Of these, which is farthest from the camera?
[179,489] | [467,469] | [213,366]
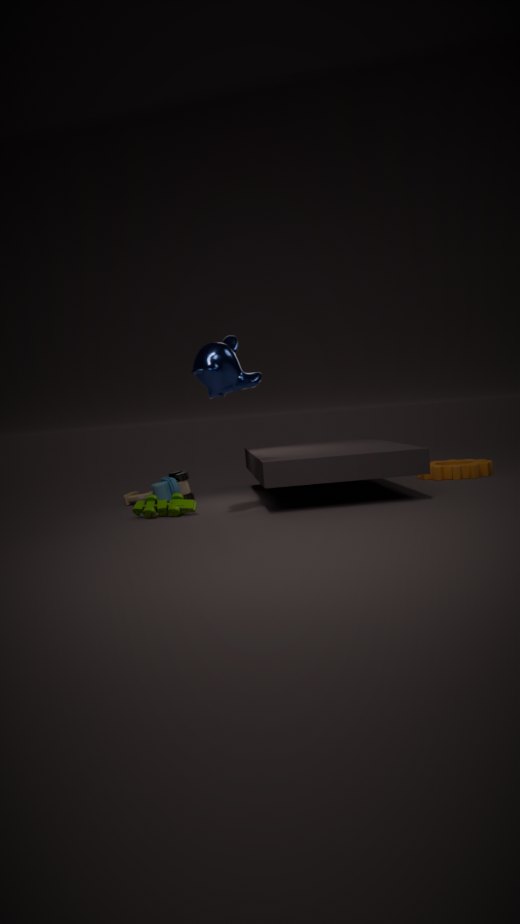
[467,469]
